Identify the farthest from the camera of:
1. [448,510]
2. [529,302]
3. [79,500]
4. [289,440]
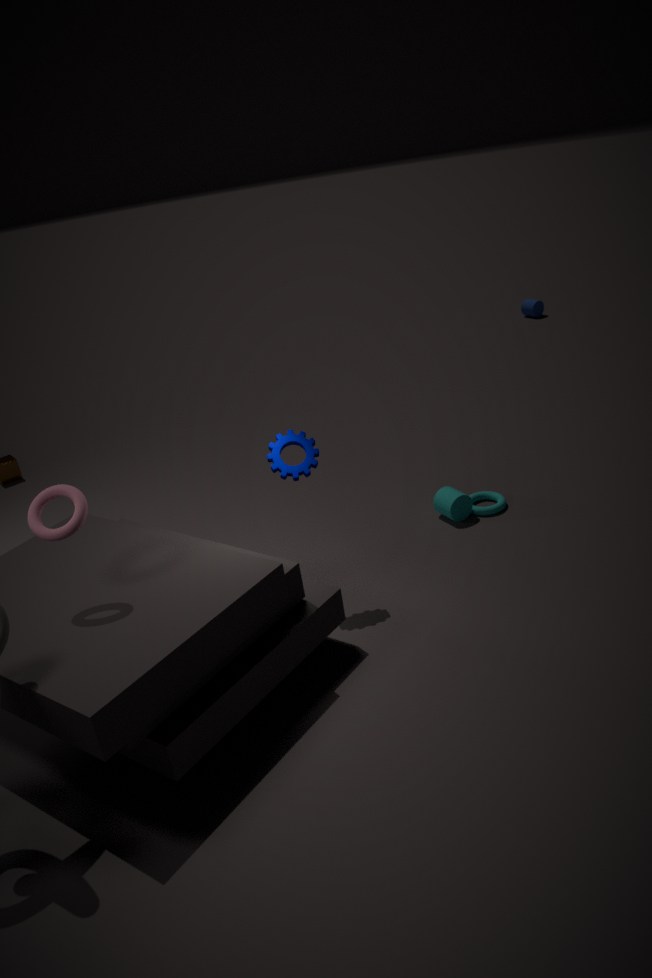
[529,302]
